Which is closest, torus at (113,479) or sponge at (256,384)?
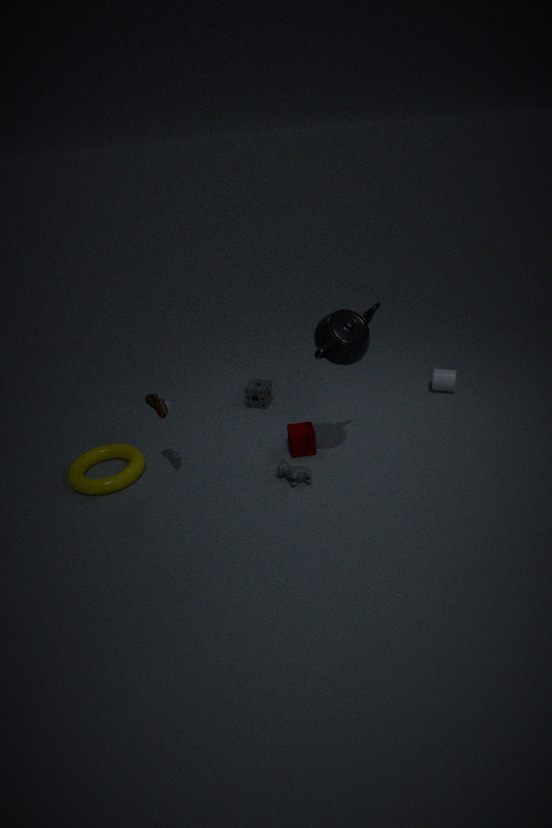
torus at (113,479)
